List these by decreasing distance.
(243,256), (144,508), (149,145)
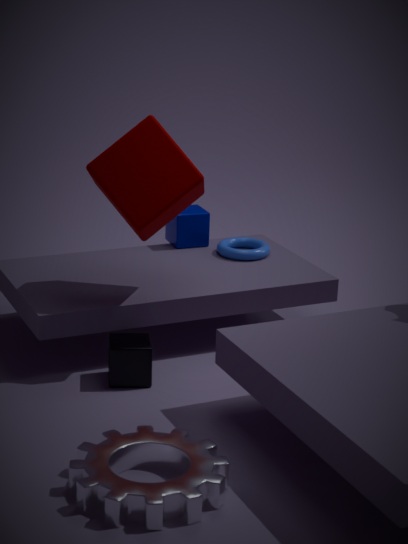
1. (243,256)
2. (149,145)
3. (144,508)
